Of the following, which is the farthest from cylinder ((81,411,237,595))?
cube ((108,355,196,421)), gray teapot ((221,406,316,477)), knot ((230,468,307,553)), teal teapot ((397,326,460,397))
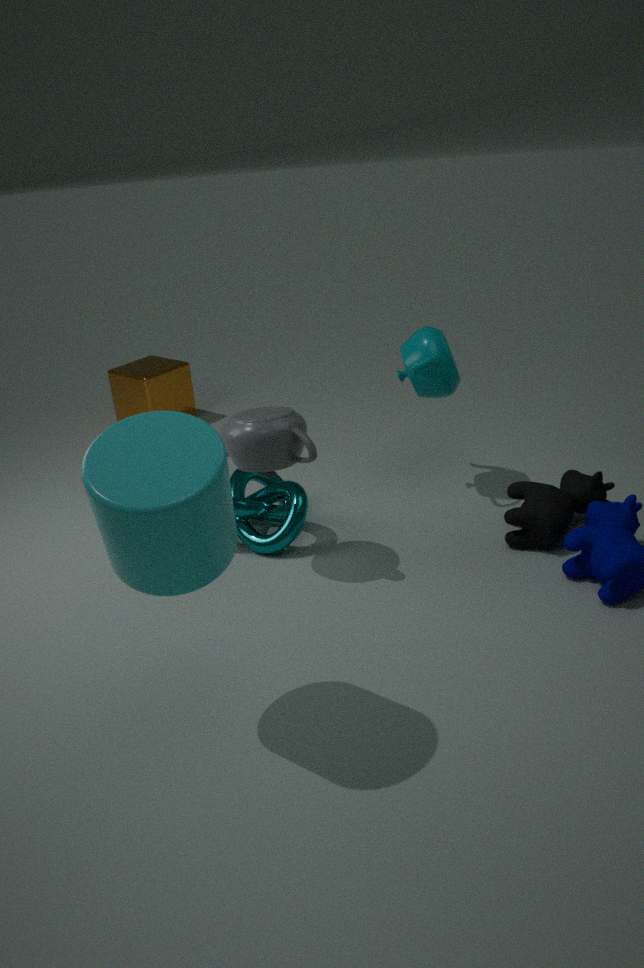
cube ((108,355,196,421))
